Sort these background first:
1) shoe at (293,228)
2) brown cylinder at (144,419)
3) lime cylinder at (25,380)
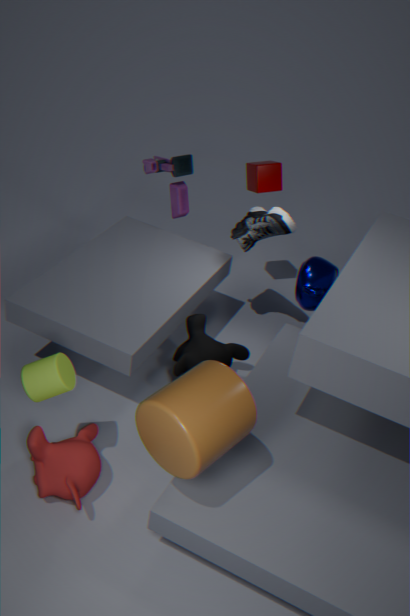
1. 1. shoe at (293,228)
2. 3. lime cylinder at (25,380)
3. 2. brown cylinder at (144,419)
